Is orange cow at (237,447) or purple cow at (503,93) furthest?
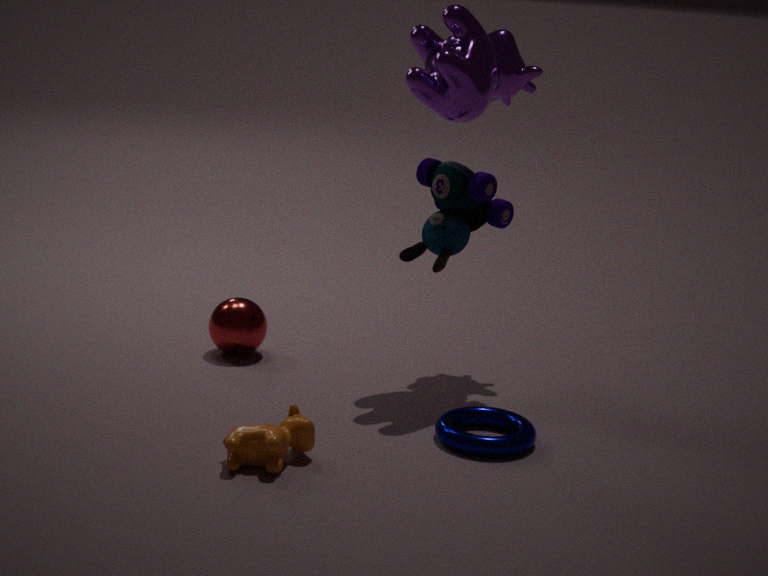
purple cow at (503,93)
